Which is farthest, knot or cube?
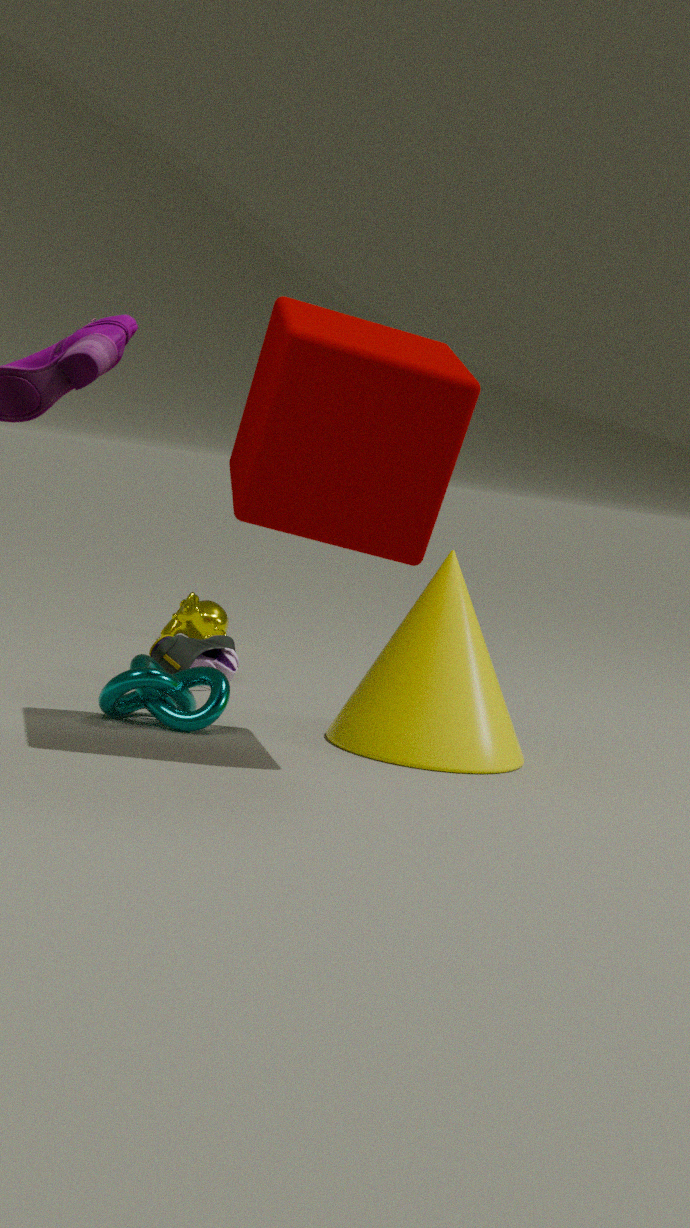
knot
